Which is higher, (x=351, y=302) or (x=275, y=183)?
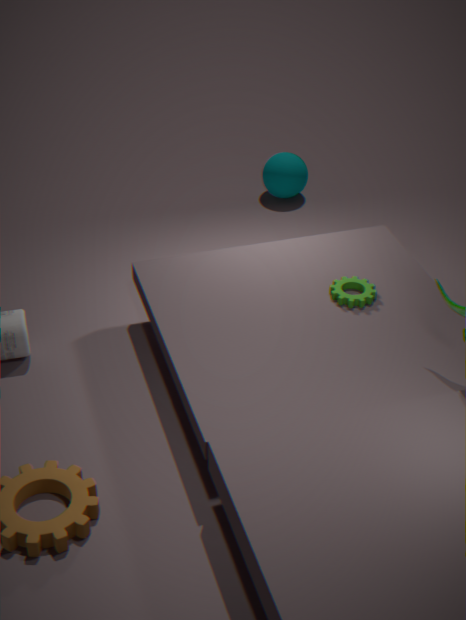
(x=351, y=302)
